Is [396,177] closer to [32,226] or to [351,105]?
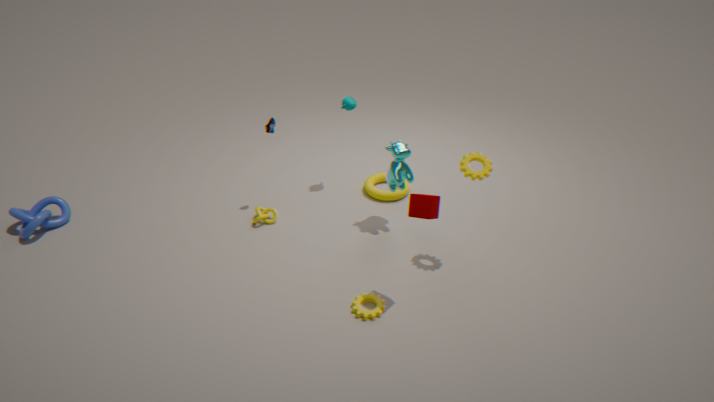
[351,105]
